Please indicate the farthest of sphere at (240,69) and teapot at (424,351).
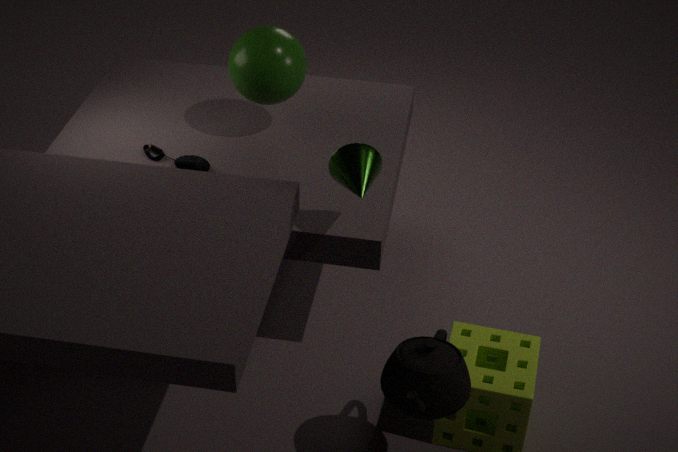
sphere at (240,69)
